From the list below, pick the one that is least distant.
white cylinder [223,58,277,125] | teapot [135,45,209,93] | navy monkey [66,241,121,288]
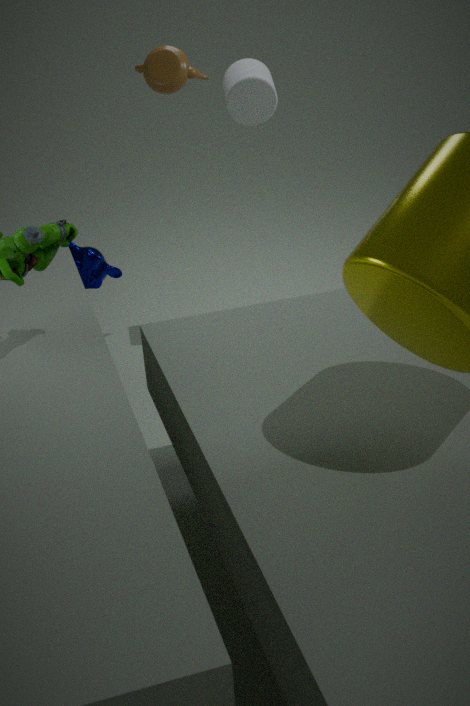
white cylinder [223,58,277,125]
